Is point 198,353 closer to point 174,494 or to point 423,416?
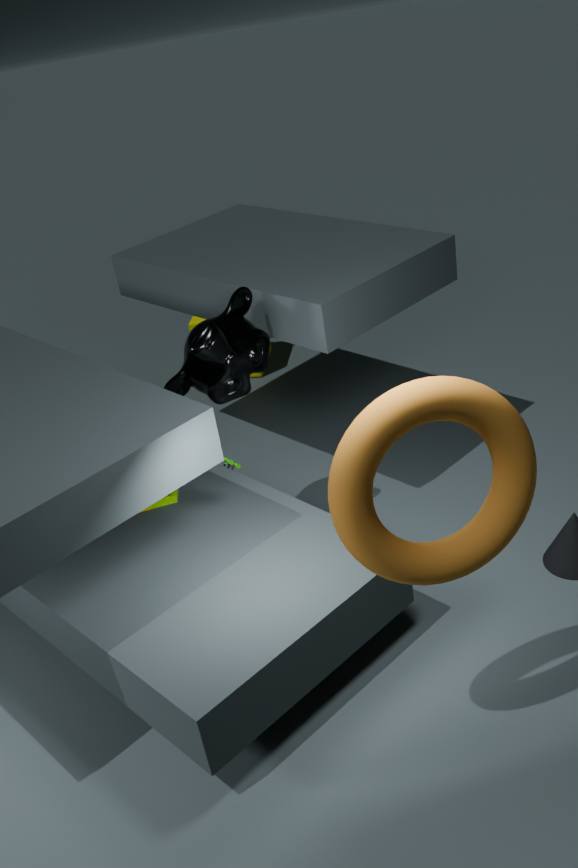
point 174,494
